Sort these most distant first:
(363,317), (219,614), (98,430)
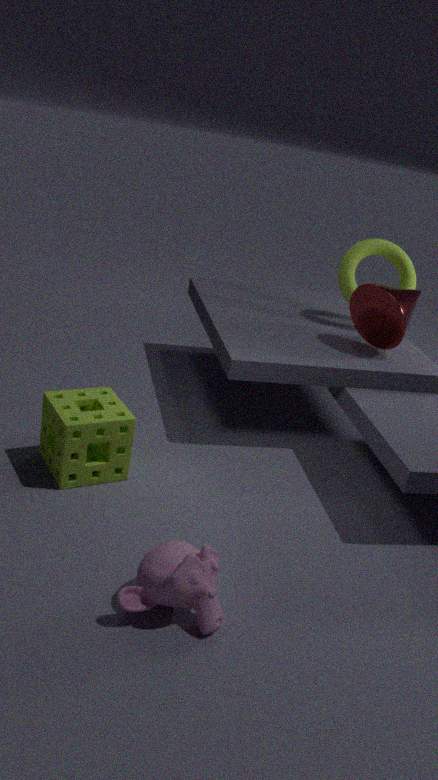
(363,317), (98,430), (219,614)
